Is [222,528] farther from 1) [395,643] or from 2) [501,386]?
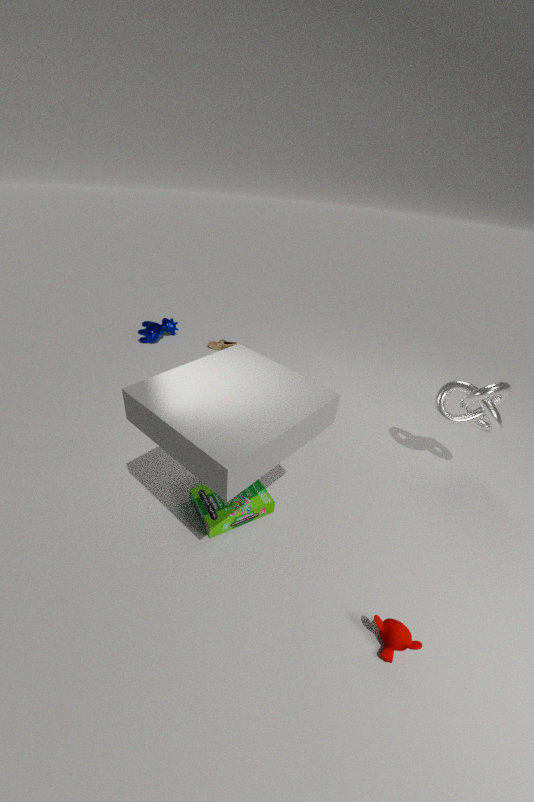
2) [501,386]
